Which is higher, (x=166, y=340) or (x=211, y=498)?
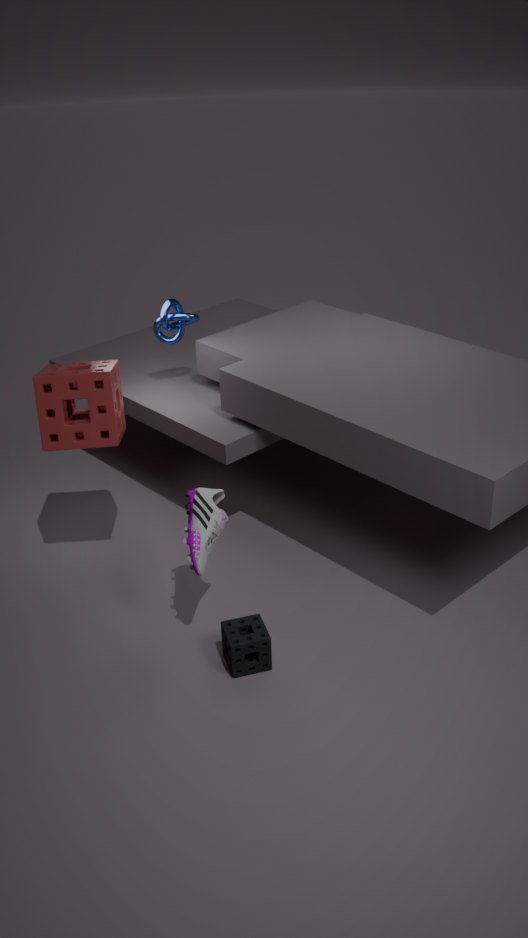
(x=166, y=340)
